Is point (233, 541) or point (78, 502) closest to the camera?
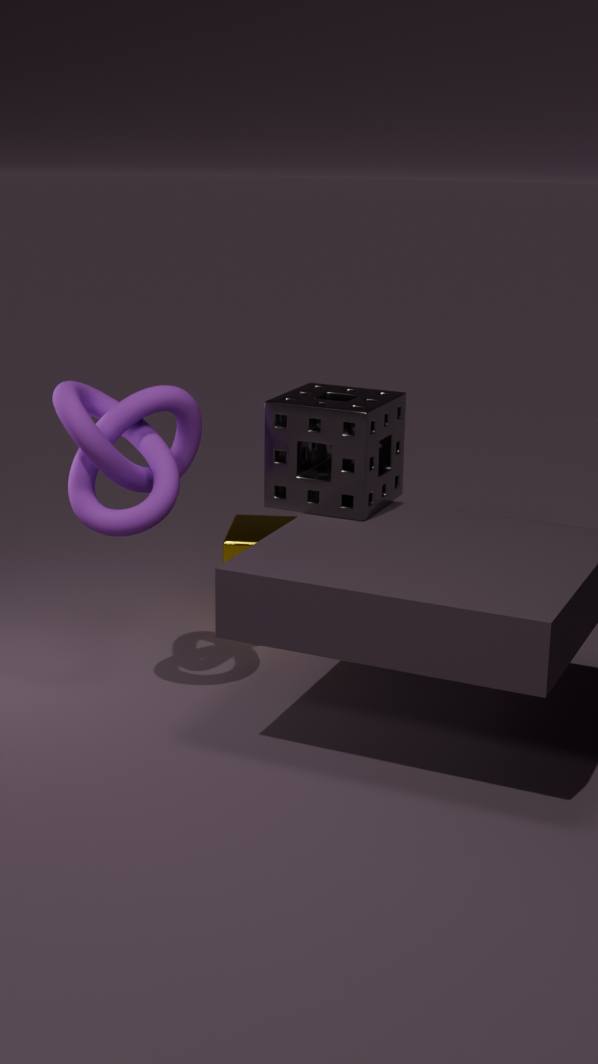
point (78, 502)
